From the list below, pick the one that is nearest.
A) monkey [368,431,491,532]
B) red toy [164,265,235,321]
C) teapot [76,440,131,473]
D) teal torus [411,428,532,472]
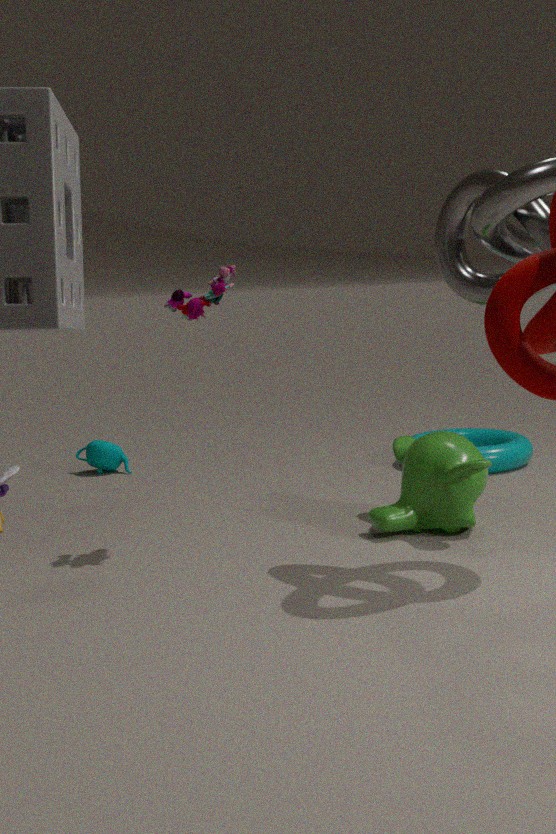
red toy [164,265,235,321]
